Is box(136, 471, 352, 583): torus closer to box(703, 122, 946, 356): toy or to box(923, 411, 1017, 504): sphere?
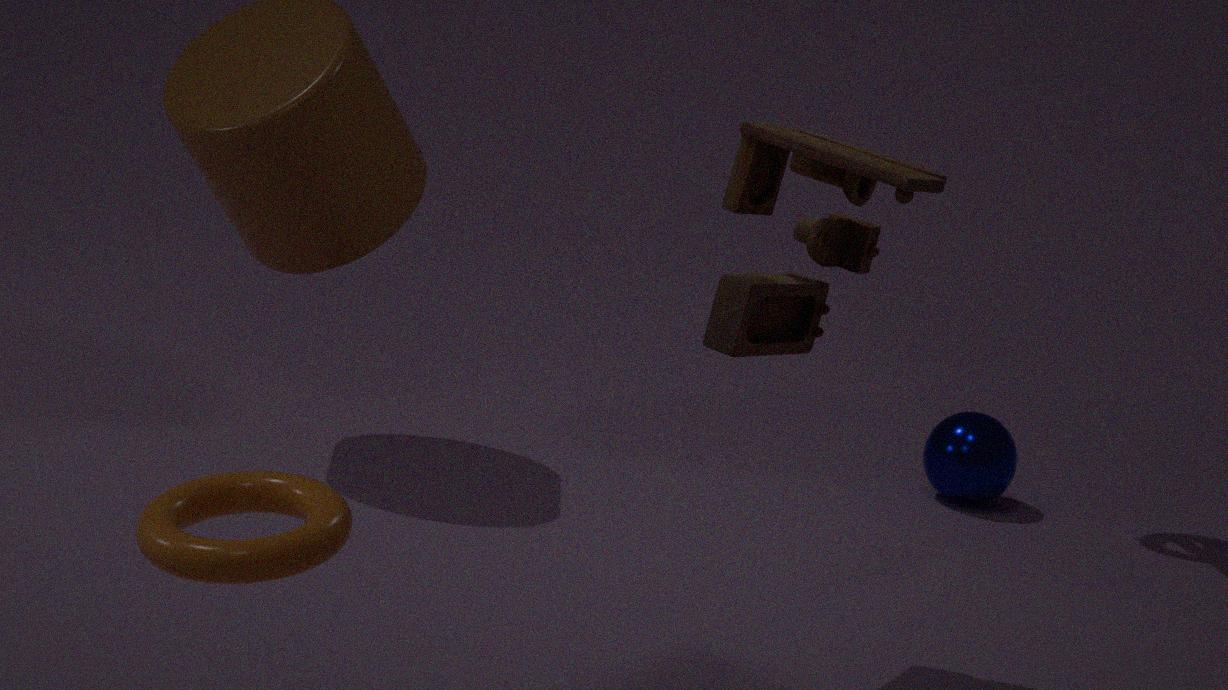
box(703, 122, 946, 356): toy
